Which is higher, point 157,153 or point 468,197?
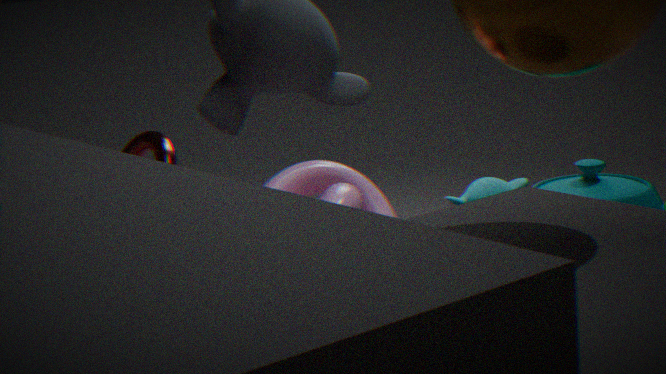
point 157,153
